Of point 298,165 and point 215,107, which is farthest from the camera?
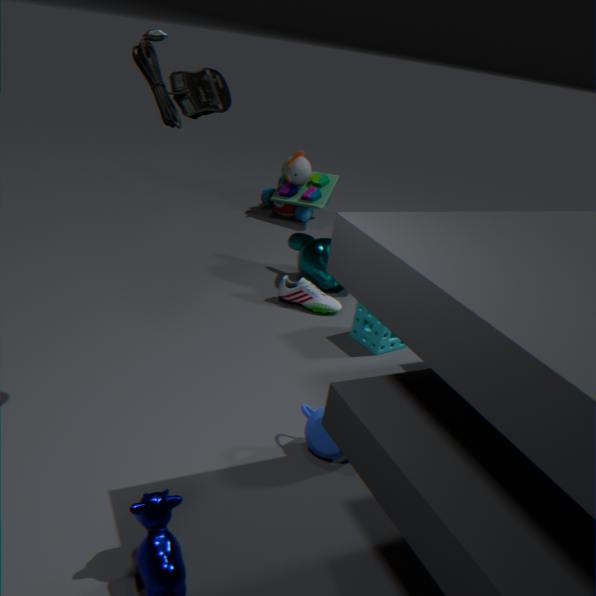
point 298,165
